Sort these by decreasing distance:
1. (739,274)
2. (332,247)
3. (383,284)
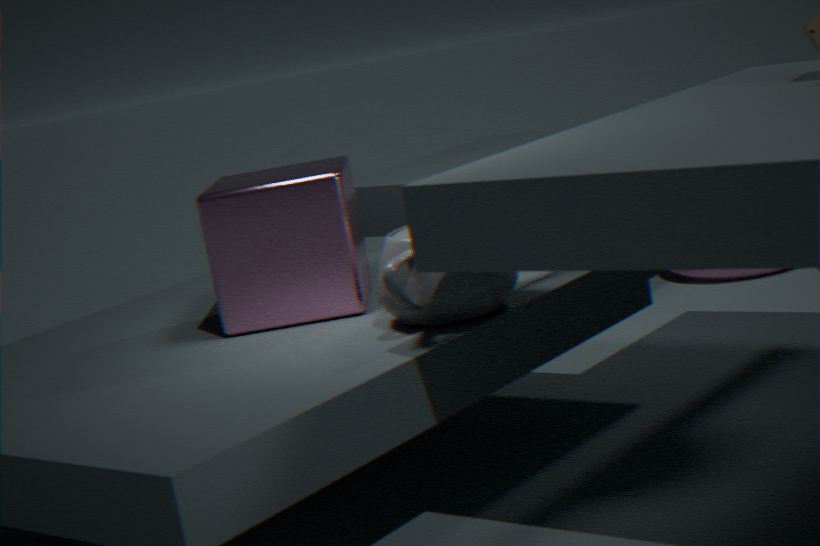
(739,274) → (332,247) → (383,284)
